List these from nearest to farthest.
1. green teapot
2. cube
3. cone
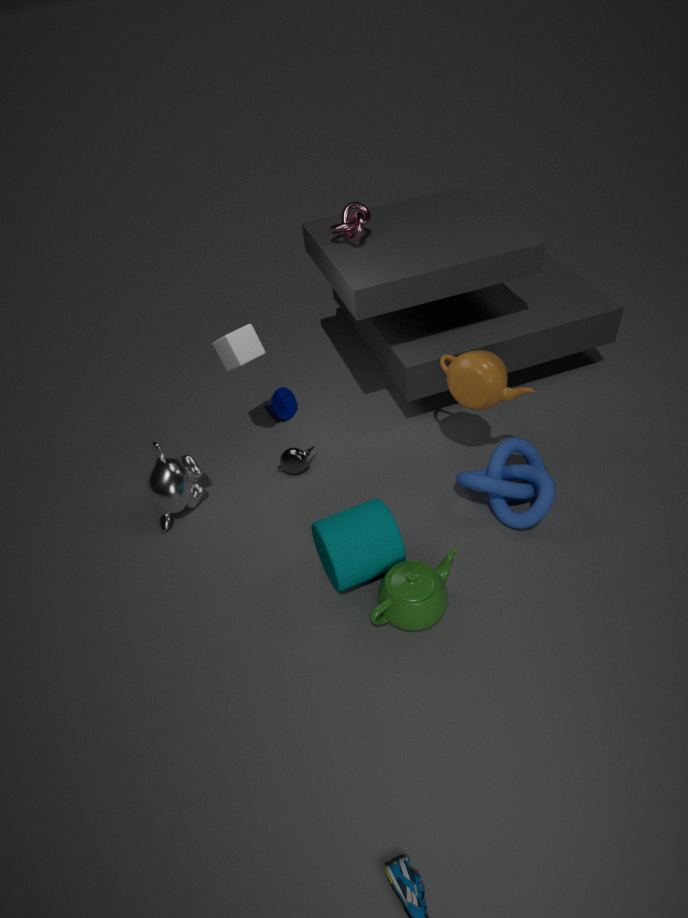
green teapot < cube < cone
